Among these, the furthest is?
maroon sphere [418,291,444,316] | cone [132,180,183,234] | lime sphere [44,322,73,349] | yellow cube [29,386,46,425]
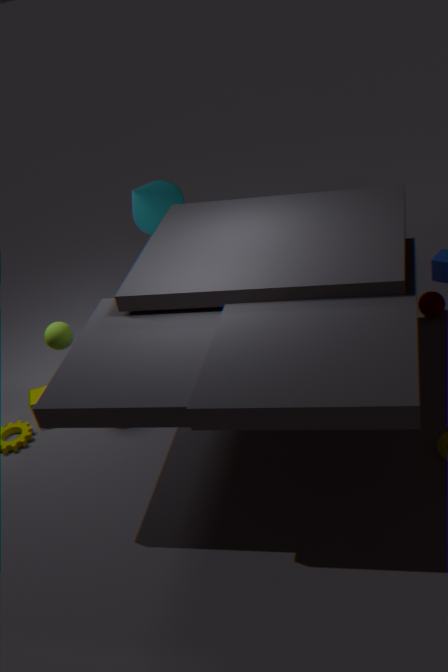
cone [132,180,183,234]
